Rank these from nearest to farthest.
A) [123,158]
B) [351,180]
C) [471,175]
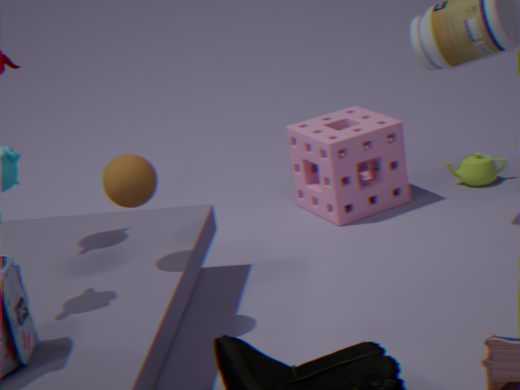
[123,158] < [351,180] < [471,175]
